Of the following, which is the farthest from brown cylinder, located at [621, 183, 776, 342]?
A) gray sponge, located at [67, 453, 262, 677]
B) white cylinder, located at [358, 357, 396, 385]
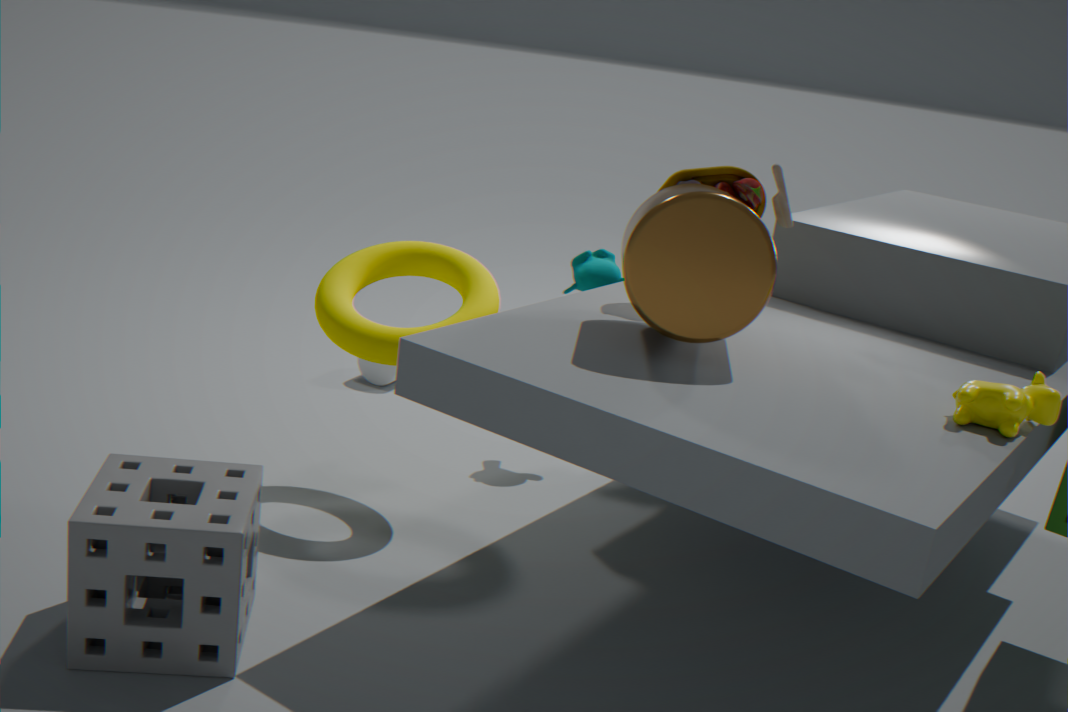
white cylinder, located at [358, 357, 396, 385]
